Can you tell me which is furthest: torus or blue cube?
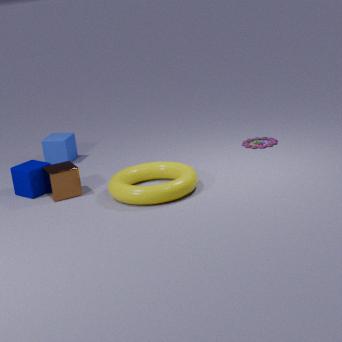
blue cube
